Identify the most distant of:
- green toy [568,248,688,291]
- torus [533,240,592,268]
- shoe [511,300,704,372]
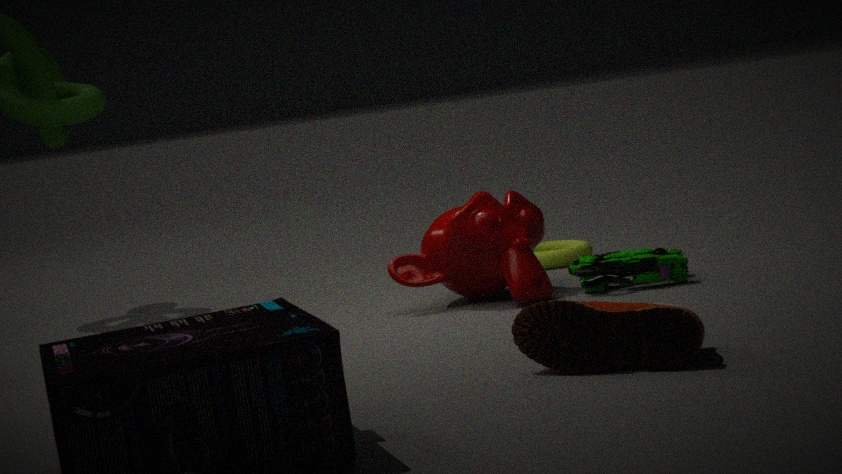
→ torus [533,240,592,268]
